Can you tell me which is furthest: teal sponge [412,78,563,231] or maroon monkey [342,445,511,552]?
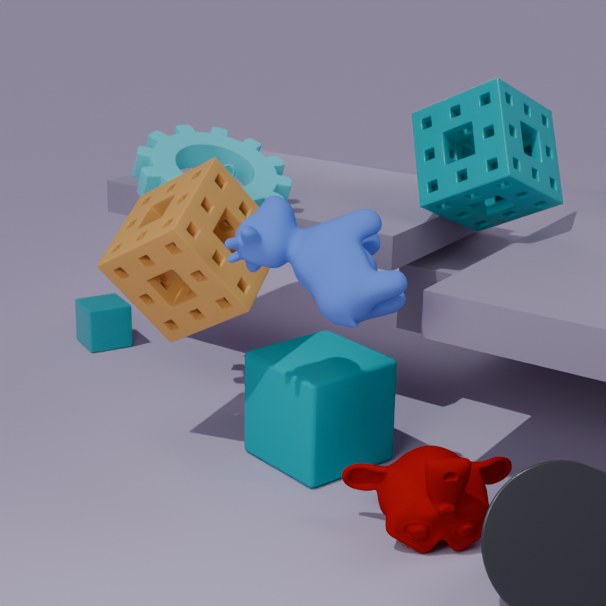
teal sponge [412,78,563,231]
